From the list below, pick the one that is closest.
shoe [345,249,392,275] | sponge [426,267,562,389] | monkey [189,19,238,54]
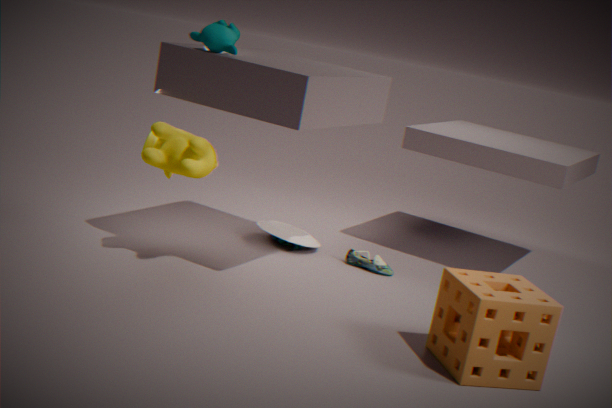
sponge [426,267,562,389]
